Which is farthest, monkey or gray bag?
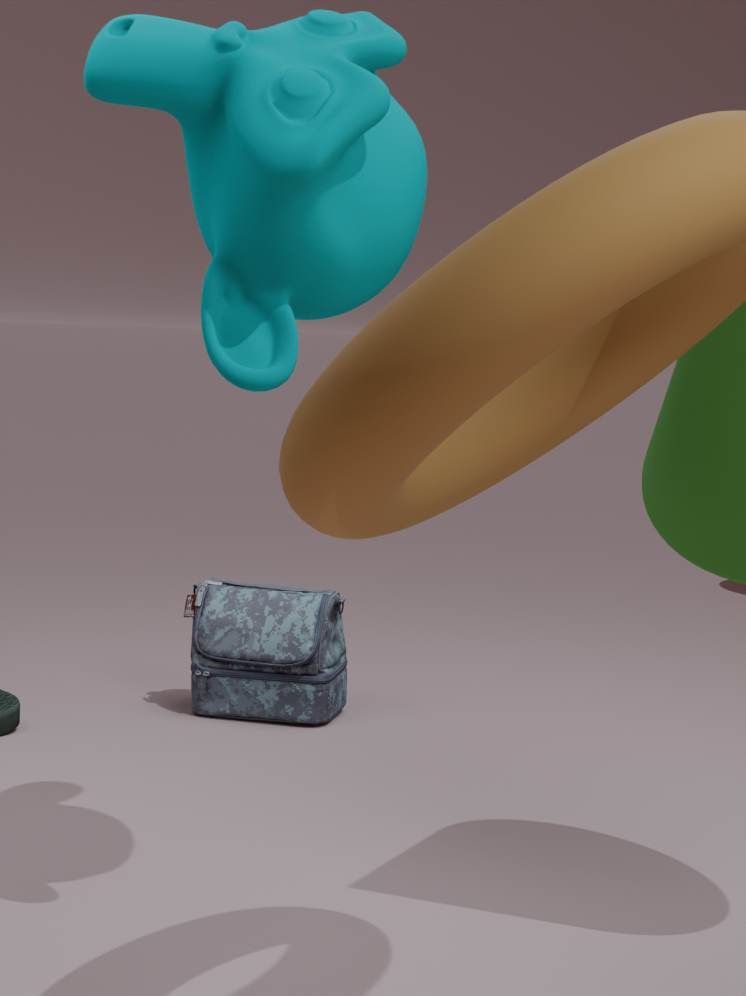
gray bag
